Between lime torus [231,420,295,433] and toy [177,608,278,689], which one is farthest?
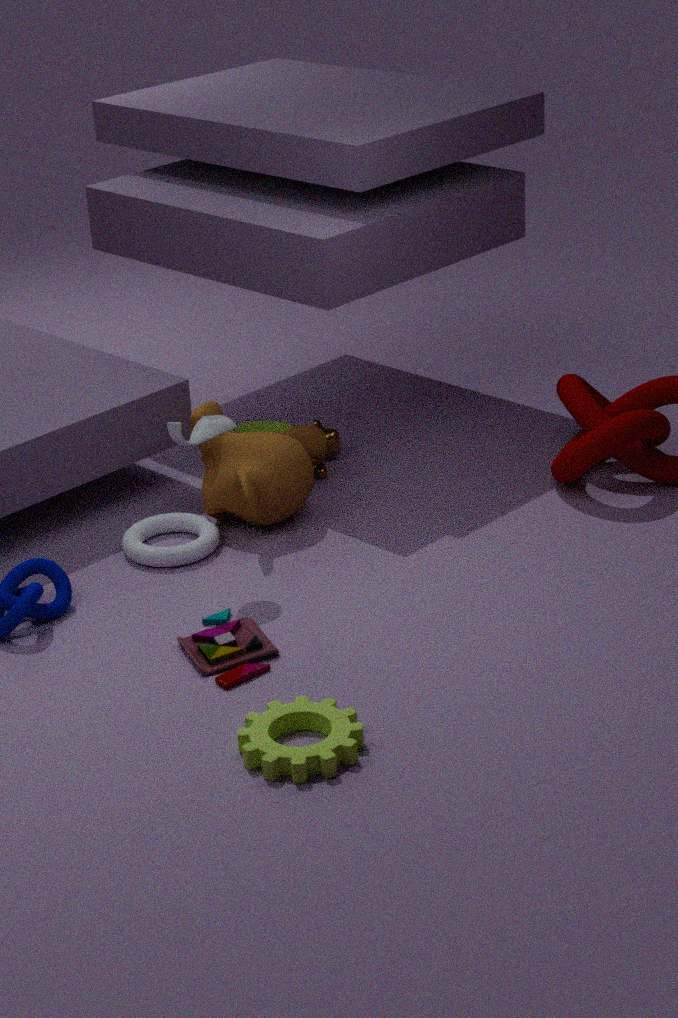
lime torus [231,420,295,433]
